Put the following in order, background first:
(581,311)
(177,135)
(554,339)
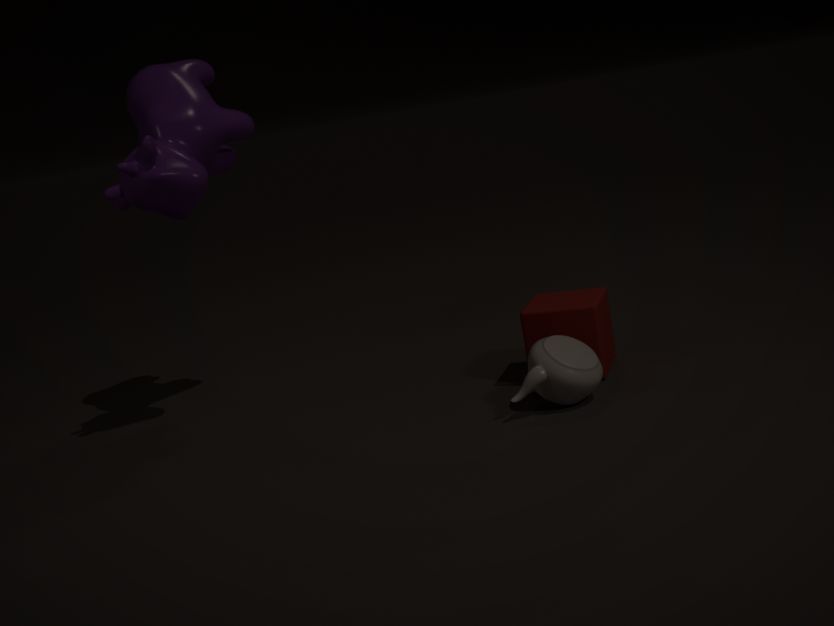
(177,135) < (581,311) < (554,339)
